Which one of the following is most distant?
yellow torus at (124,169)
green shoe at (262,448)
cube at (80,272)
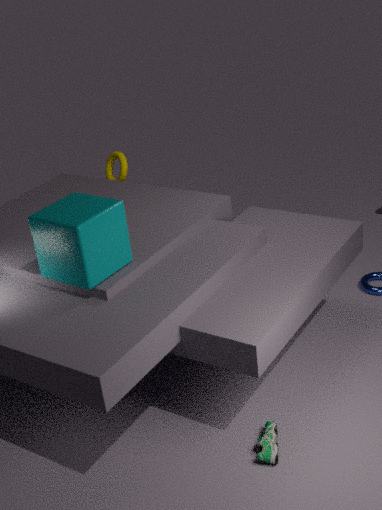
yellow torus at (124,169)
